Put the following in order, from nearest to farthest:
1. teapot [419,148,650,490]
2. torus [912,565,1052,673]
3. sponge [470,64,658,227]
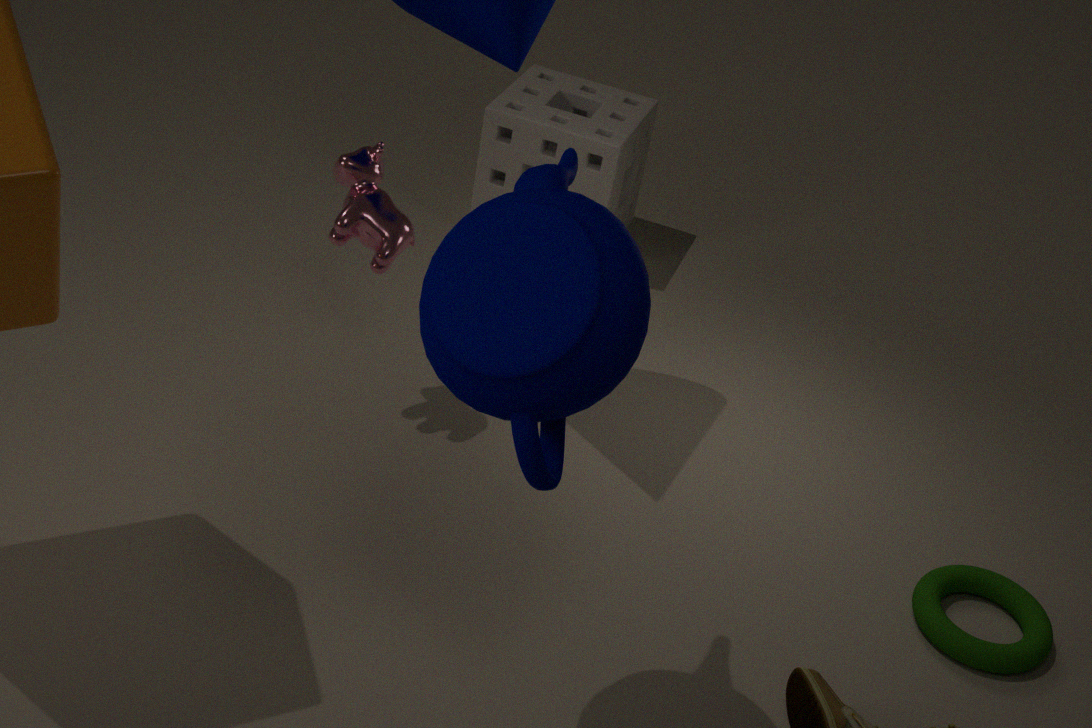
teapot [419,148,650,490]
torus [912,565,1052,673]
sponge [470,64,658,227]
